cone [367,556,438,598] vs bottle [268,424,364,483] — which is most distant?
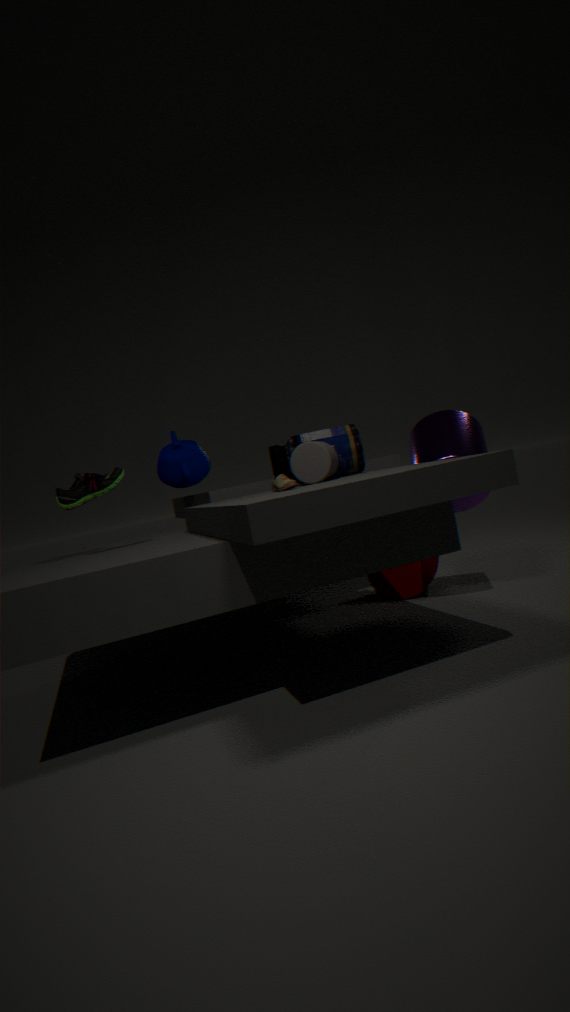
cone [367,556,438,598]
